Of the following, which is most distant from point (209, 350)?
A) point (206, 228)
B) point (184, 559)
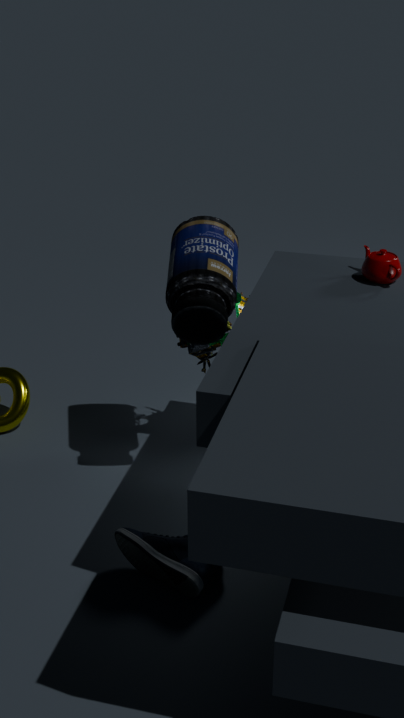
point (184, 559)
